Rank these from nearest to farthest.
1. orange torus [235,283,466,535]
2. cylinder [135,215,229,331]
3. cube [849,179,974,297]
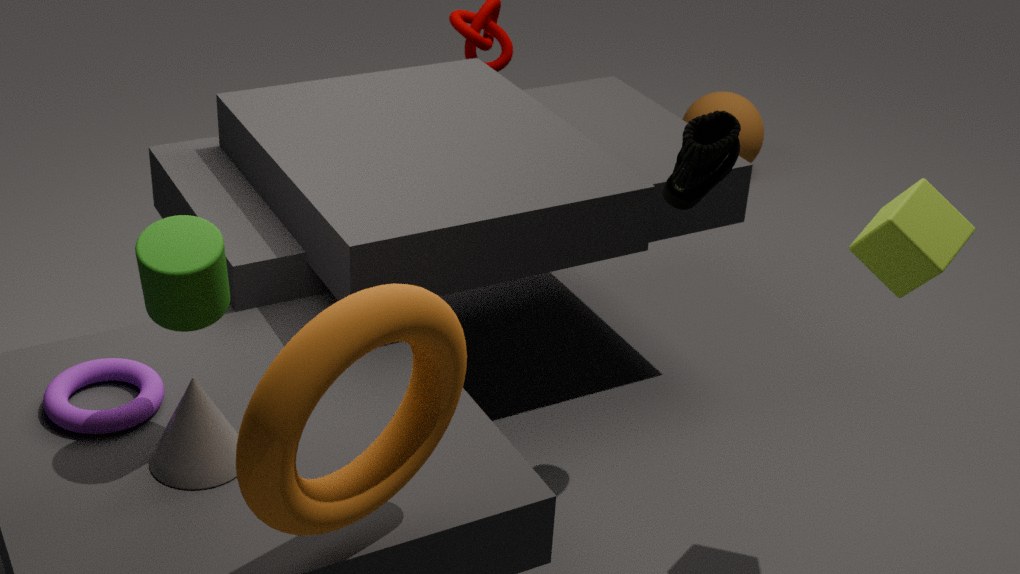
1. orange torus [235,283,466,535]
2. cylinder [135,215,229,331]
3. cube [849,179,974,297]
